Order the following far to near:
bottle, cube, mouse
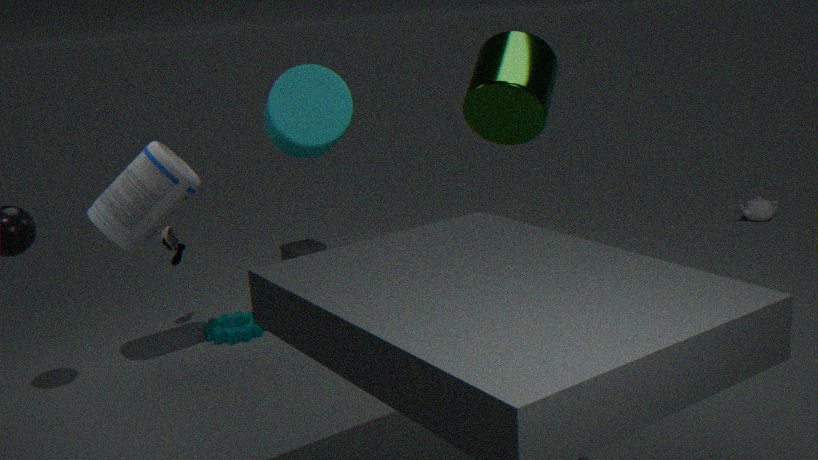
cube, mouse, bottle
